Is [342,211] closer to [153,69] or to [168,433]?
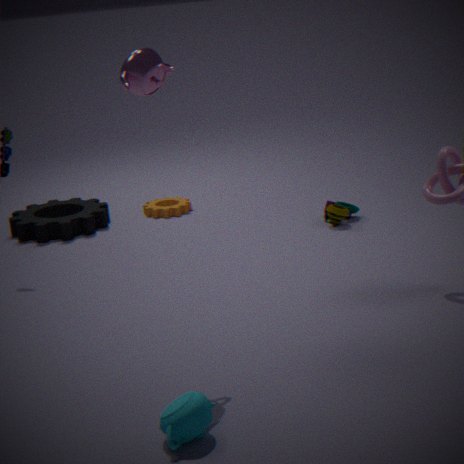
[153,69]
